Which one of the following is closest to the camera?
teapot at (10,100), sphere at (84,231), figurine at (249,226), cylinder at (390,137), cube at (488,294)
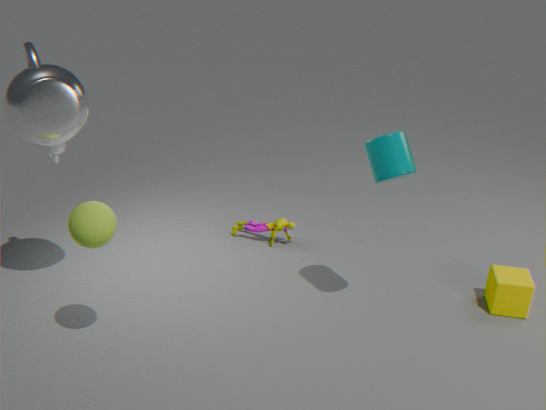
sphere at (84,231)
